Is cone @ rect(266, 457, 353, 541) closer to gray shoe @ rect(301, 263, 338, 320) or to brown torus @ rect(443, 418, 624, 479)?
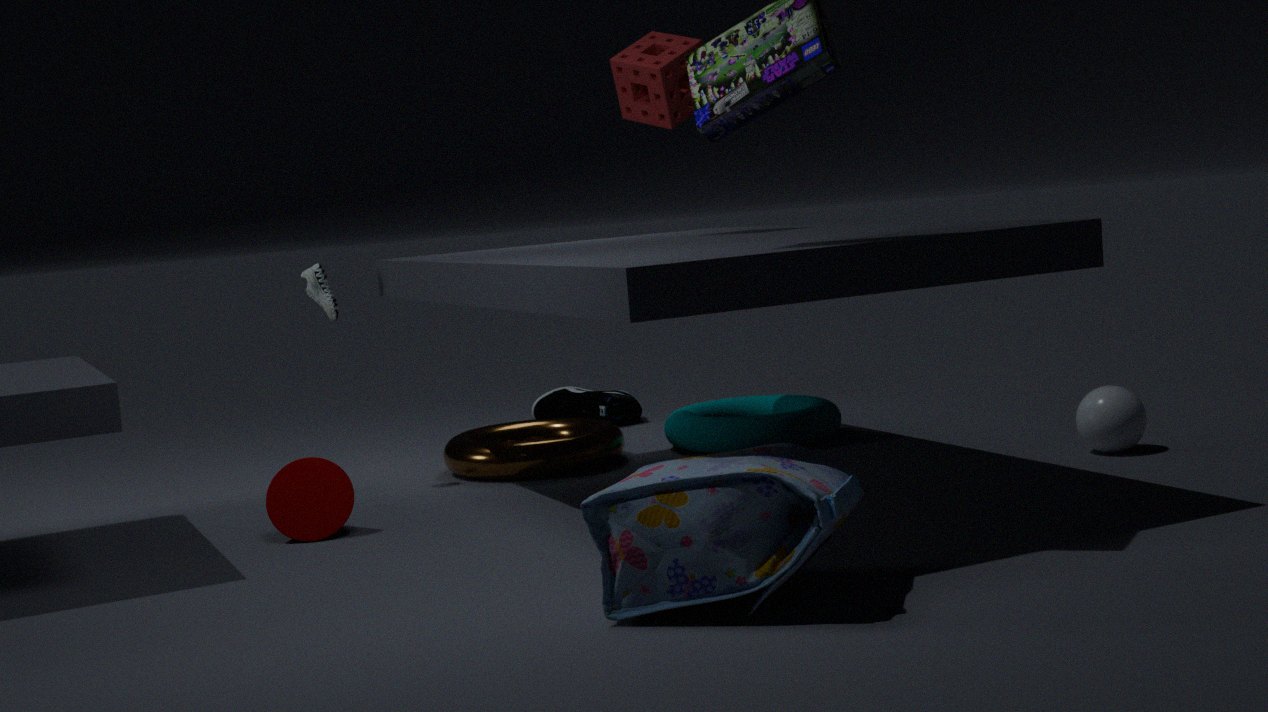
brown torus @ rect(443, 418, 624, 479)
